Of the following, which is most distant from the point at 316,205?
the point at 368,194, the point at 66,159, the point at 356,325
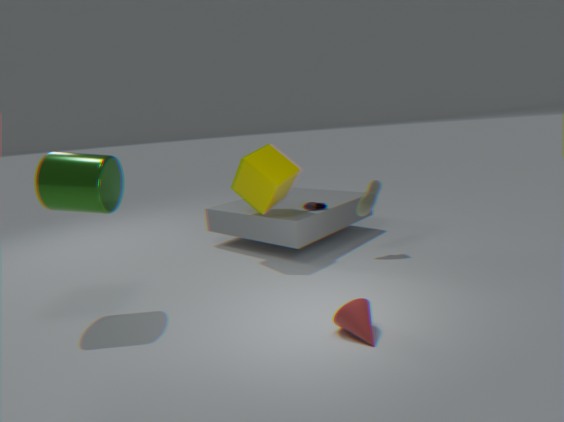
the point at 66,159
